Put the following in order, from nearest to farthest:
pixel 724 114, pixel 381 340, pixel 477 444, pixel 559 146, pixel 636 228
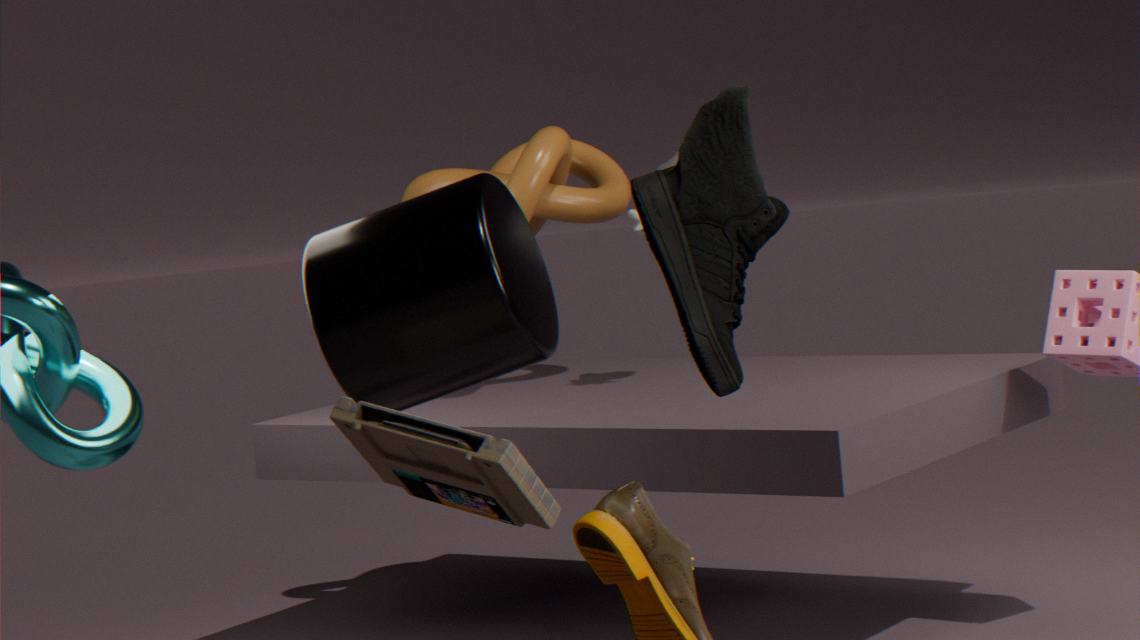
pixel 477 444 → pixel 724 114 → pixel 381 340 → pixel 636 228 → pixel 559 146
